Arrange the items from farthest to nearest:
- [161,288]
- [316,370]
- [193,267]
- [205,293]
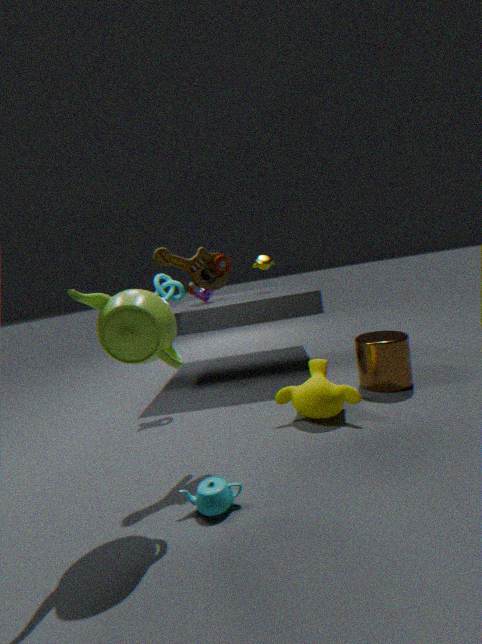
1. [205,293]
2. [161,288]
3. [316,370]
4. [193,267]
